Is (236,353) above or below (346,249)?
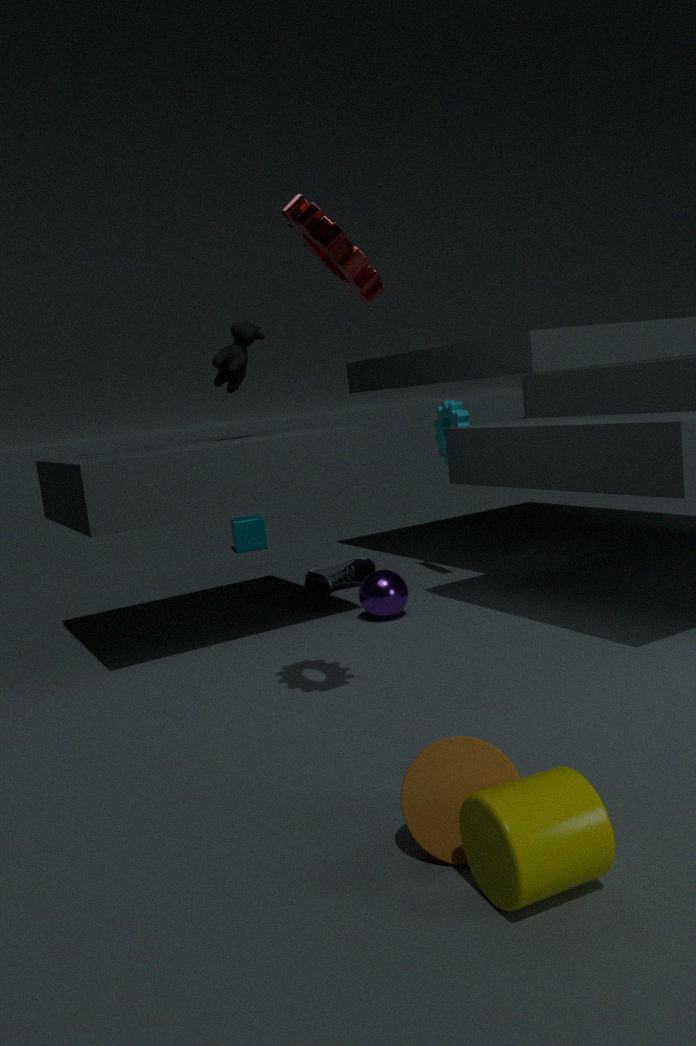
below
